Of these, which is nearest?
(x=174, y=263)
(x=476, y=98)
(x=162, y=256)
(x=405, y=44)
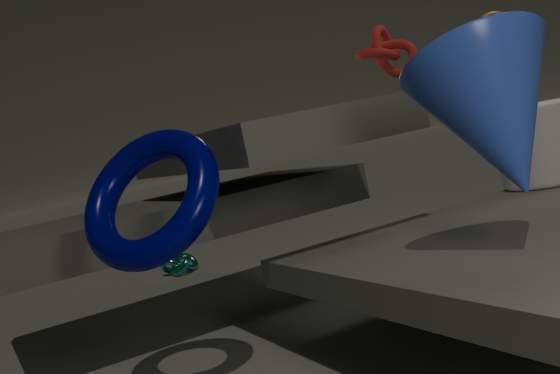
(x=476, y=98)
